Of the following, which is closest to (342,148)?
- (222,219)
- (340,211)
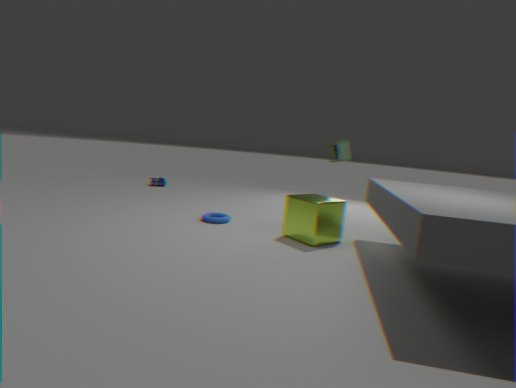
(340,211)
